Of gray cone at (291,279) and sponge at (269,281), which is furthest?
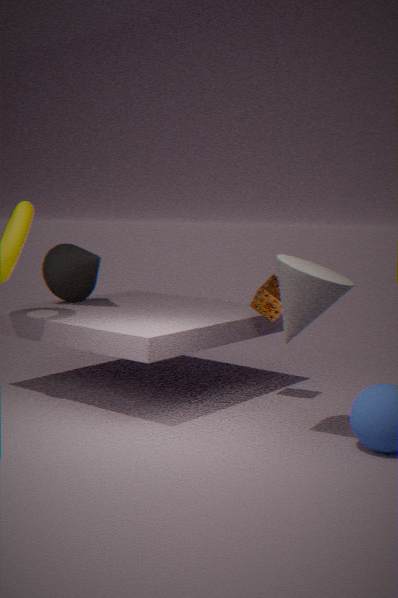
sponge at (269,281)
